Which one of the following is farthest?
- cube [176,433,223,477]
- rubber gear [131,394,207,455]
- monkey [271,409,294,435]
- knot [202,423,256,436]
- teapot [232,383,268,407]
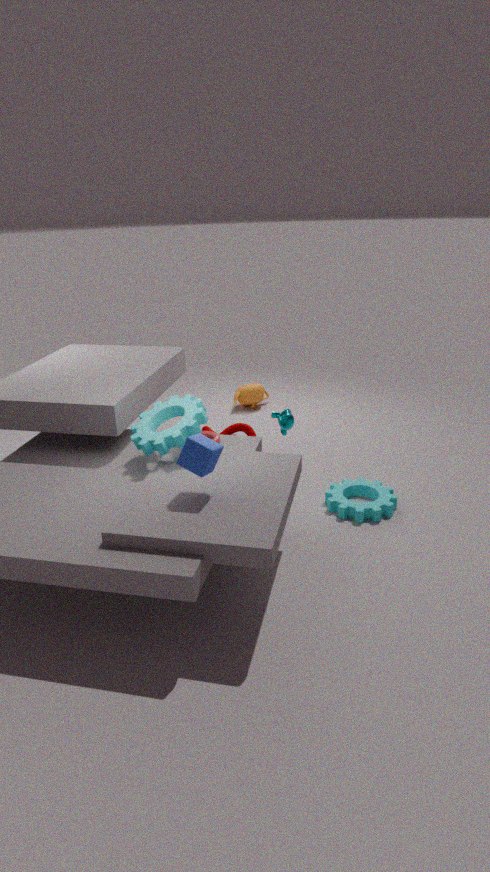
teapot [232,383,268,407]
